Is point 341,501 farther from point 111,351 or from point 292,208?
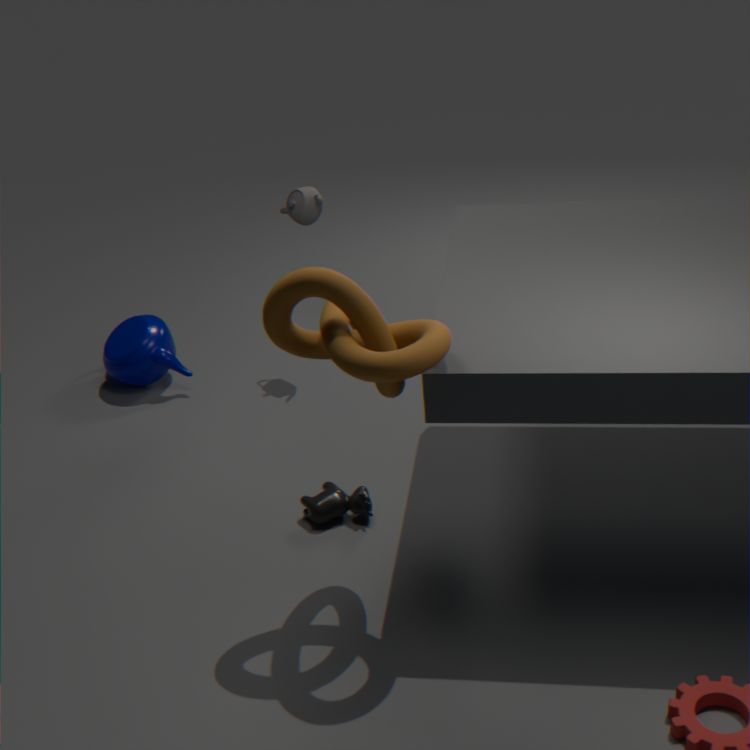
point 111,351
